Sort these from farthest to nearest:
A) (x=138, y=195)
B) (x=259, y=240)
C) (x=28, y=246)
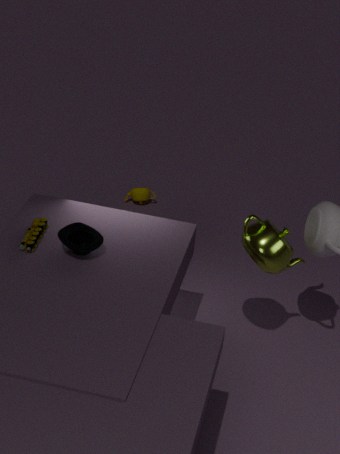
(x=138, y=195), (x=259, y=240), (x=28, y=246)
